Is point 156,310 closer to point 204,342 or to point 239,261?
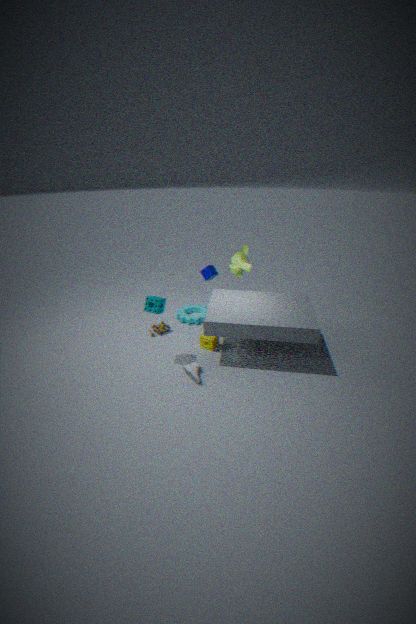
point 204,342
